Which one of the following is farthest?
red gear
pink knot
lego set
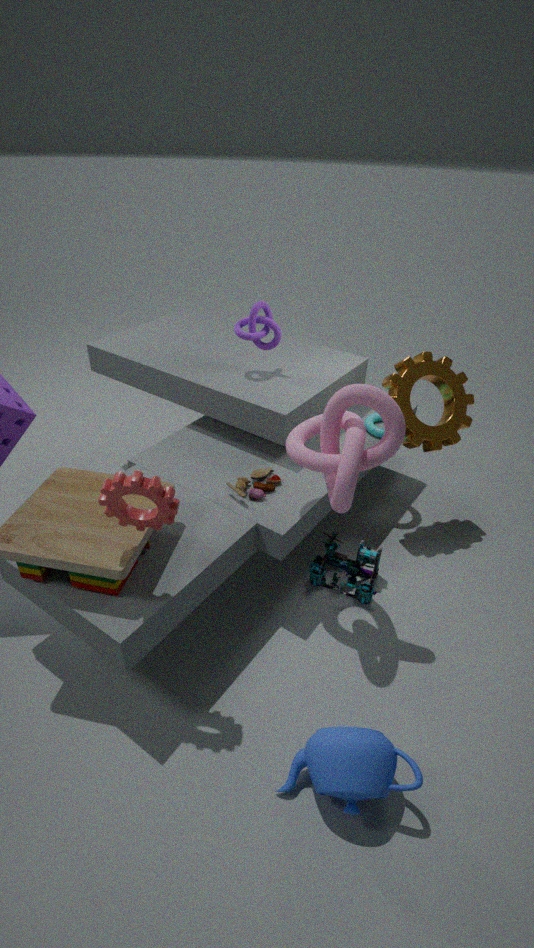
lego set
